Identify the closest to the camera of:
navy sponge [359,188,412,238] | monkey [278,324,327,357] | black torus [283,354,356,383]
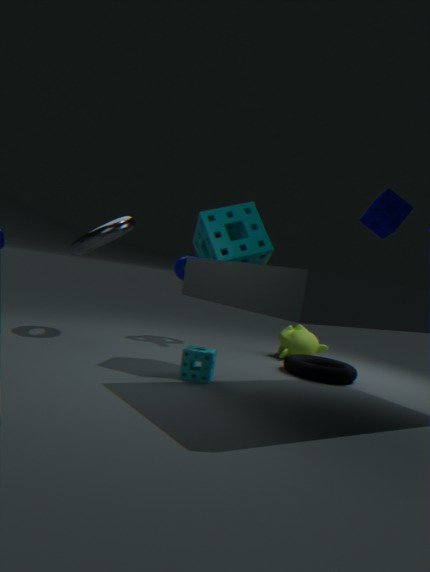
navy sponge [359,188,412,238]
